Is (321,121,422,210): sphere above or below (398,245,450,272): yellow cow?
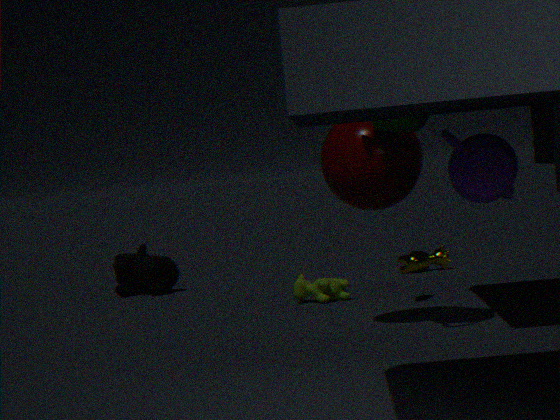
above
